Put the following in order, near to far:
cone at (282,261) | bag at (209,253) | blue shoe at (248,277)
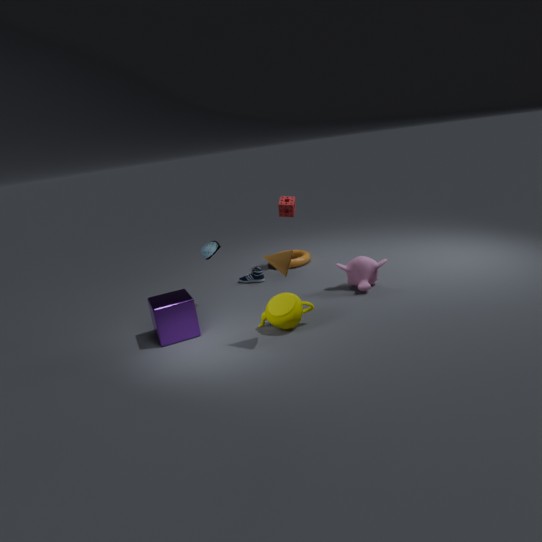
cone at (282,261) < bag at (209,253) < blue shoe at (248,277)
